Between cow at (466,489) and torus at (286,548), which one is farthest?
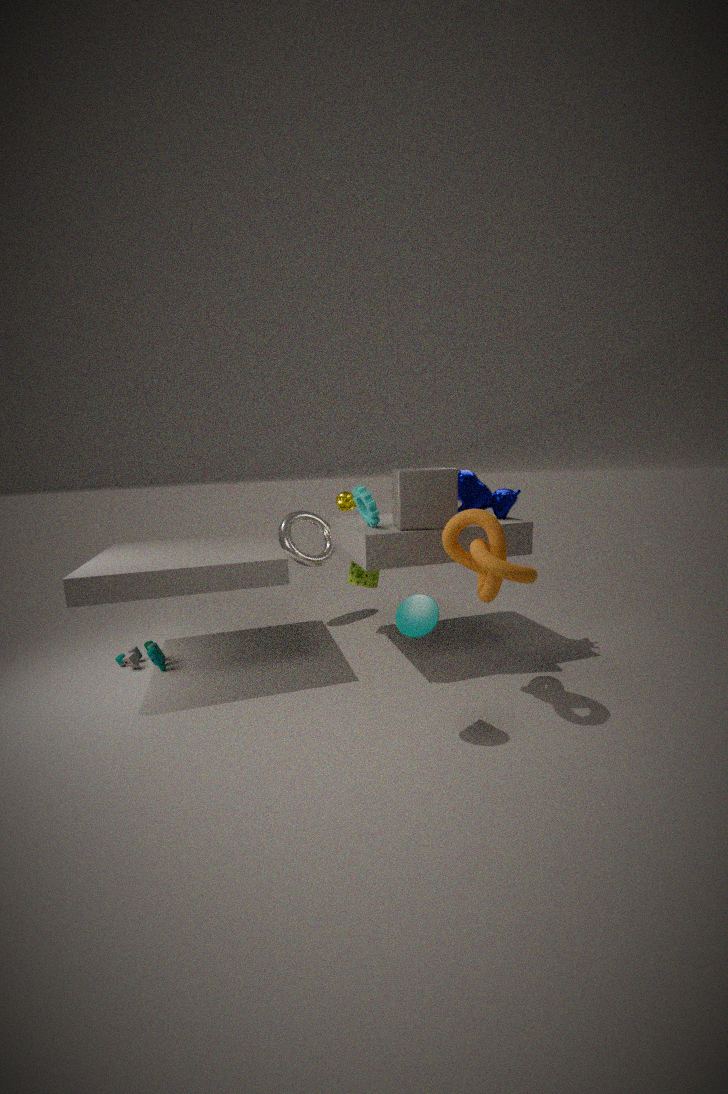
torus at (286,548)
